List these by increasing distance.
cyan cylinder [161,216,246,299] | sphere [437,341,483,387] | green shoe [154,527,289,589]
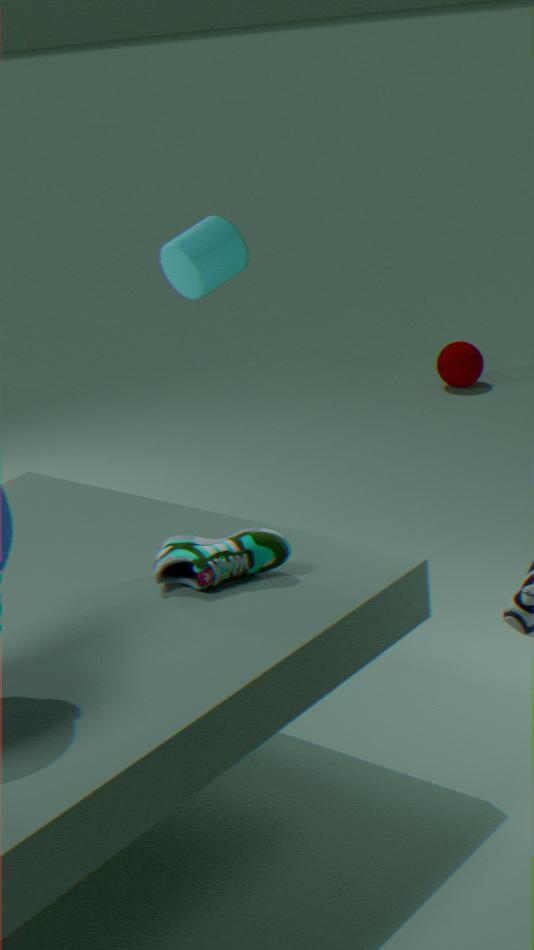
green shoe [154,527,289,589]
cyan cylinder [161,216,246,299]
sphere [437,341,483,387]
